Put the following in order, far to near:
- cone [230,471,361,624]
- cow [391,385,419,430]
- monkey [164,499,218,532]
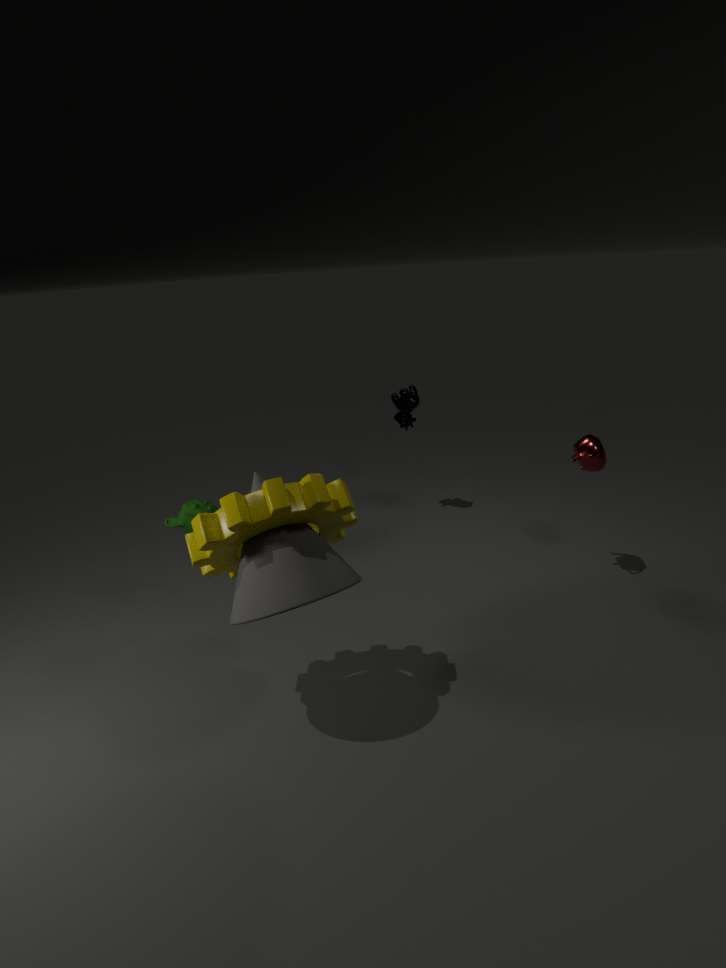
1. cow [391,385,419,430]
2. monkey [164,499,218,532]
3. cone [230,471,361,624]
